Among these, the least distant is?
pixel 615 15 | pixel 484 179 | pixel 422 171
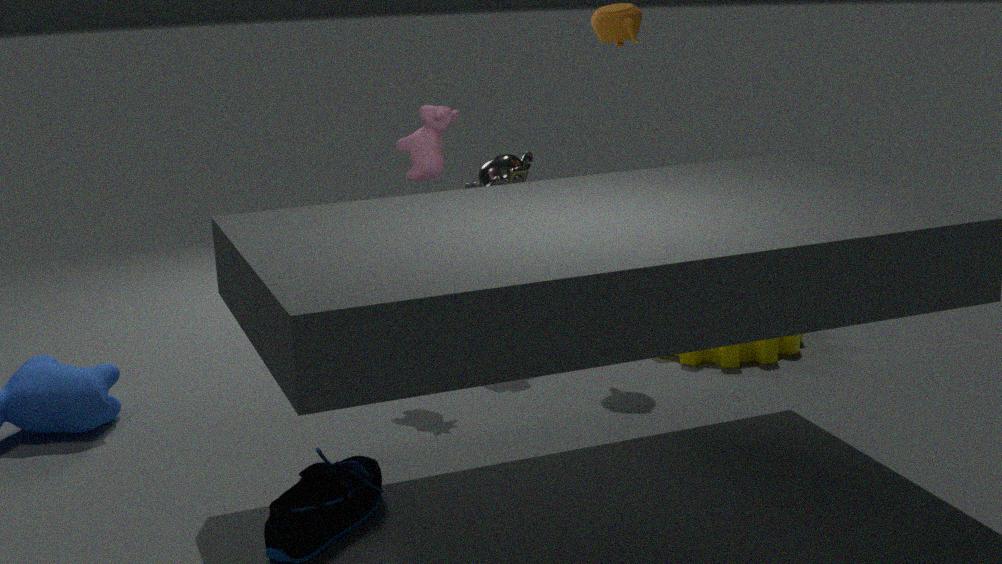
pixel 422 171
